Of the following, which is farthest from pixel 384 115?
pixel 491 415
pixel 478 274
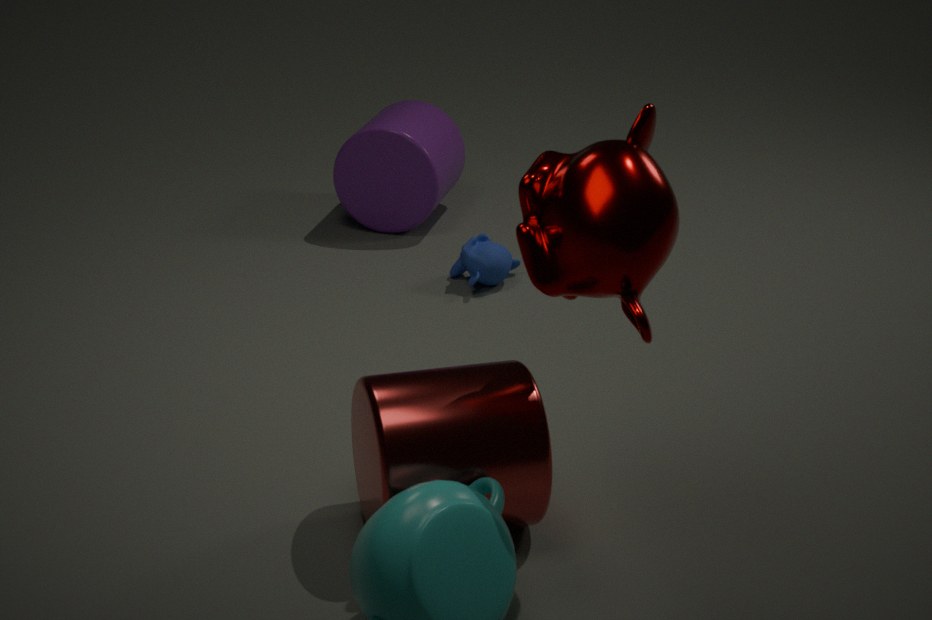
pixel 491 415
